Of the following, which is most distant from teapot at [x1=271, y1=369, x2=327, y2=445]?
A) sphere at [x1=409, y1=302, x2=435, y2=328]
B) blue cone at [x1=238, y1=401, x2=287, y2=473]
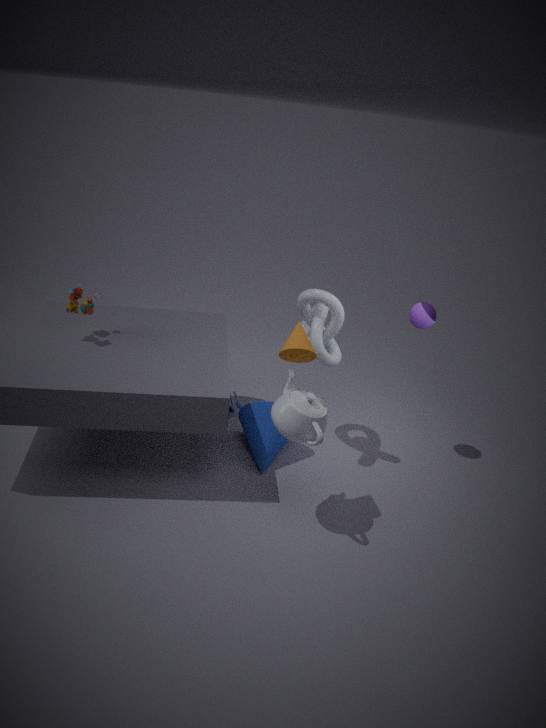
sphere at [x1=409, y1=302, x2=435, y2=328]
